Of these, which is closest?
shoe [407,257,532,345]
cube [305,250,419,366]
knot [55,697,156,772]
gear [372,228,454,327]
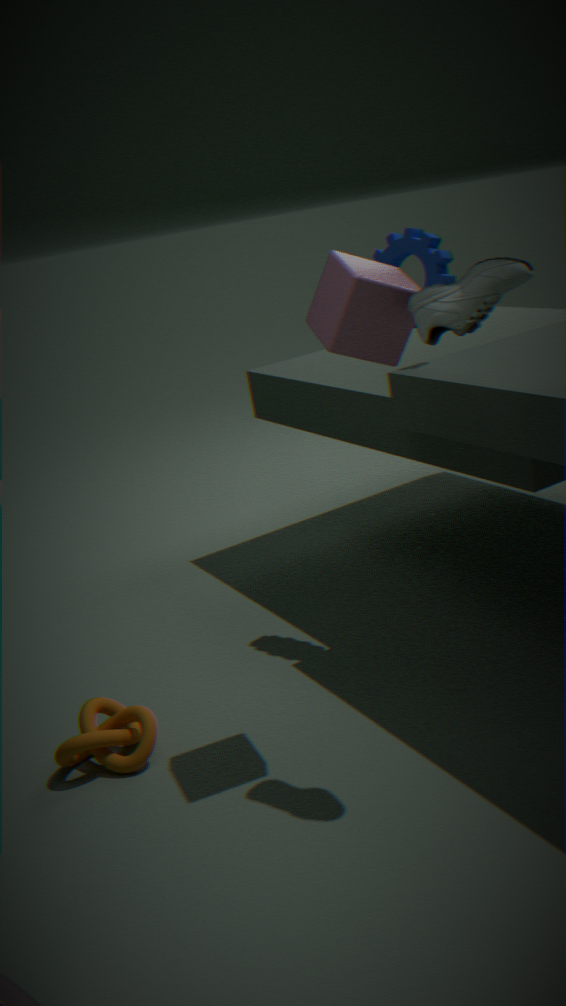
shoe [407,257,532,345]
